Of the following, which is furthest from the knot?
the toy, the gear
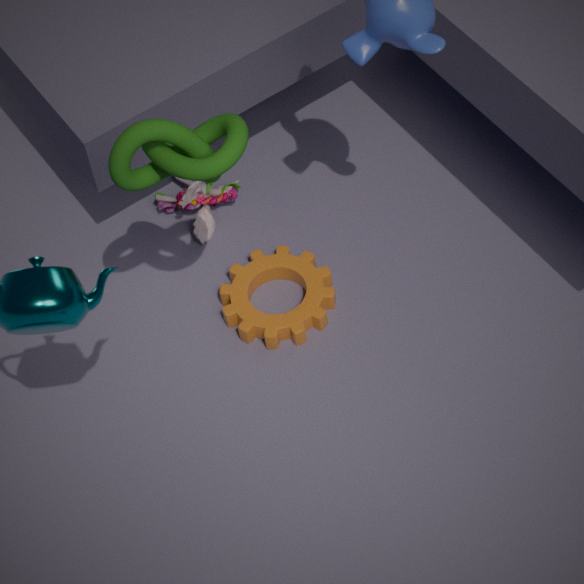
the toy
